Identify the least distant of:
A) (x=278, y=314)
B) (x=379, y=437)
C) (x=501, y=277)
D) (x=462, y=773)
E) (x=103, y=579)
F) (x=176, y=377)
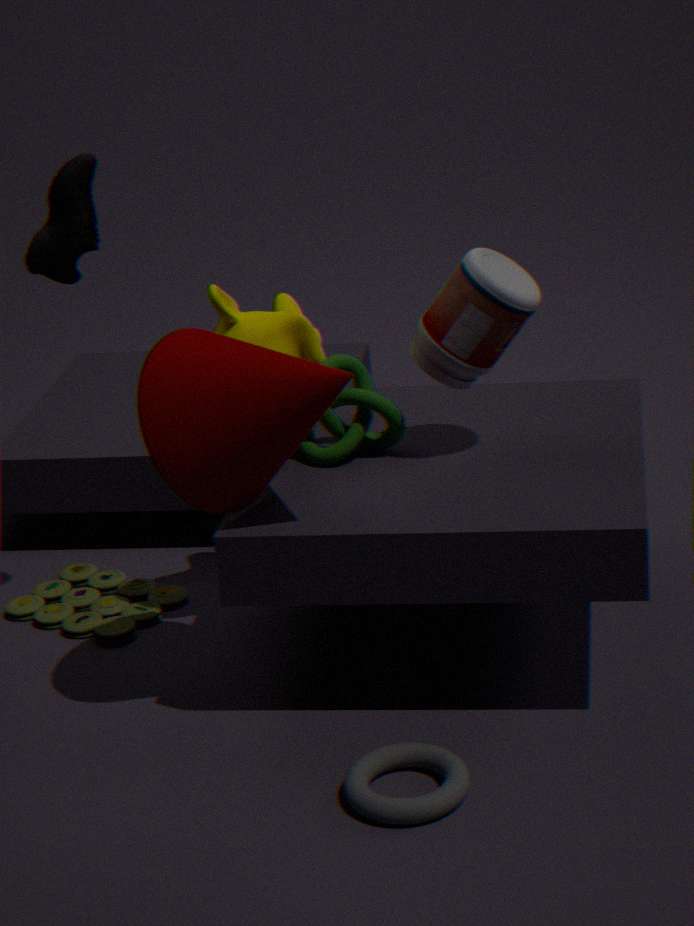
(x=462, y=773)
